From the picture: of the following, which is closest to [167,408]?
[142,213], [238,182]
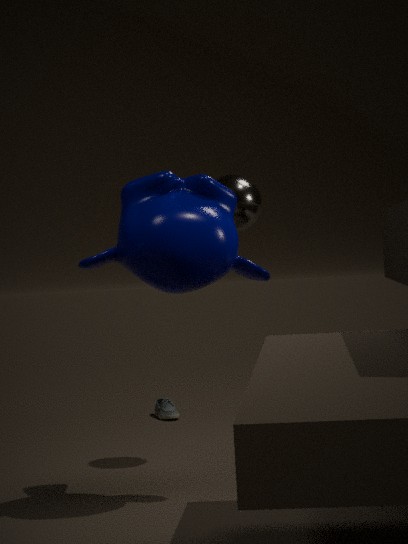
[238,182]
